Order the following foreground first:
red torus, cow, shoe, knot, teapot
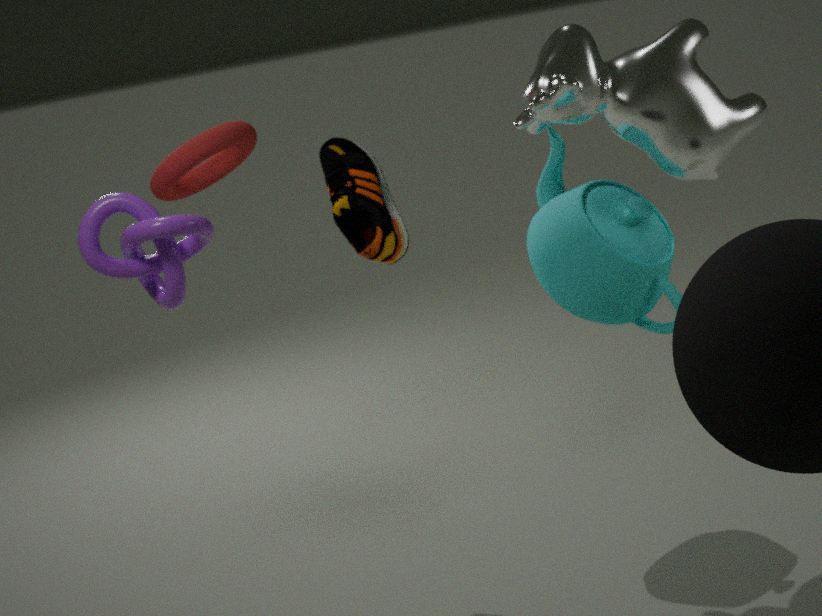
knot → cow → teapot → shoe → red torus
